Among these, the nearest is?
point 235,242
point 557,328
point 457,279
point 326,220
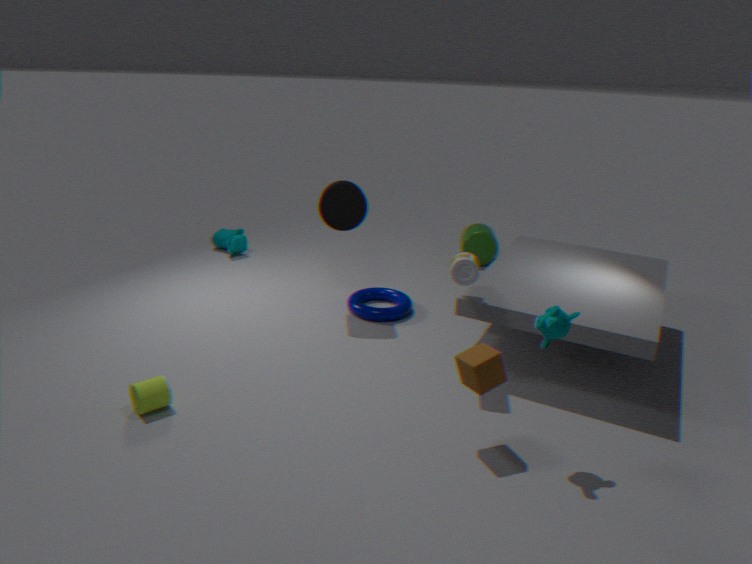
point 557,328
